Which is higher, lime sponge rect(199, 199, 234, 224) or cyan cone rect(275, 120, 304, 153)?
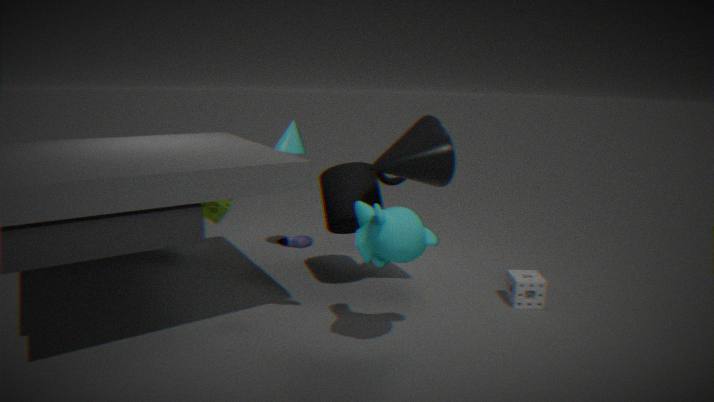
cyan cone rect(275, 120, 304, 153)
